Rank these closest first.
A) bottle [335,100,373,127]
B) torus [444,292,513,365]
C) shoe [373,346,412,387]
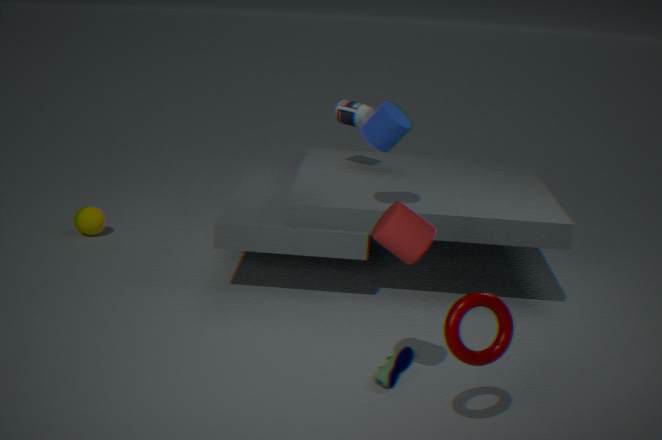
torus [444,292,513,365], shoe [373,346,412,387], bottle [335,100,373,127]
